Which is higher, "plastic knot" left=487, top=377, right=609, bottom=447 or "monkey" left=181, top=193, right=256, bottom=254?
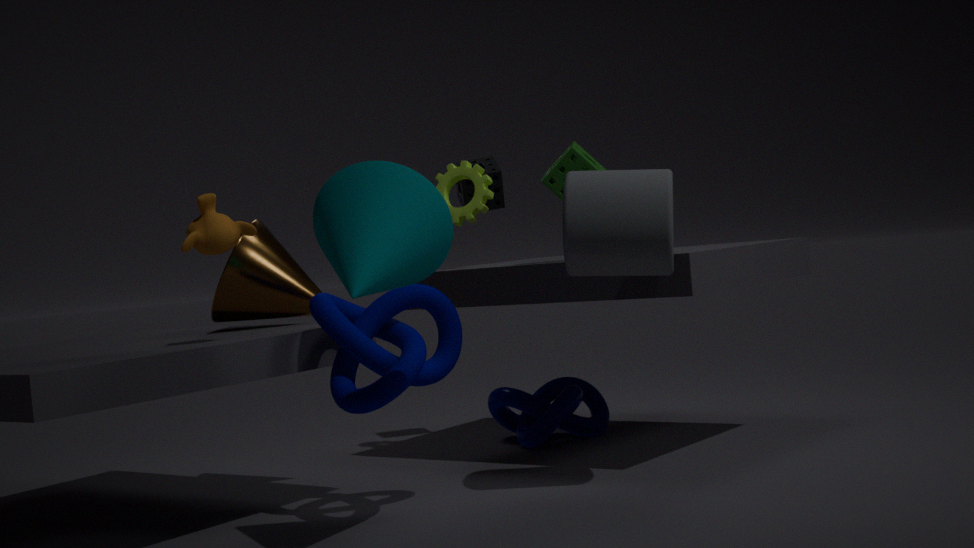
"monkey" left=181, top=193, right=256, bottom=254
